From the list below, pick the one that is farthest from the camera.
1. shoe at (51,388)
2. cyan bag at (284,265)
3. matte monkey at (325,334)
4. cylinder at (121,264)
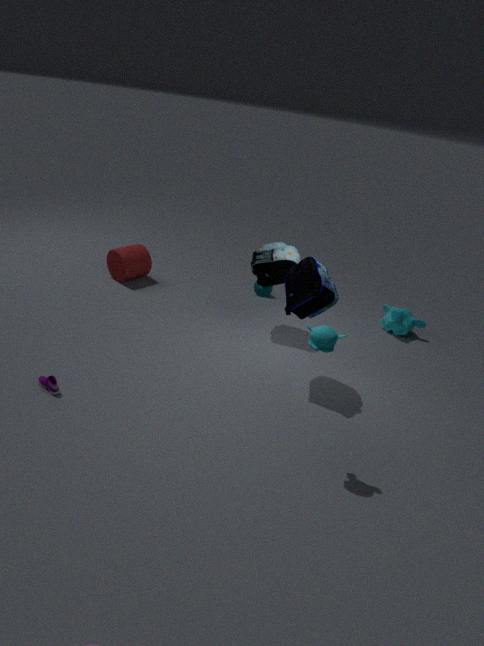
cylinder at (121,264)
